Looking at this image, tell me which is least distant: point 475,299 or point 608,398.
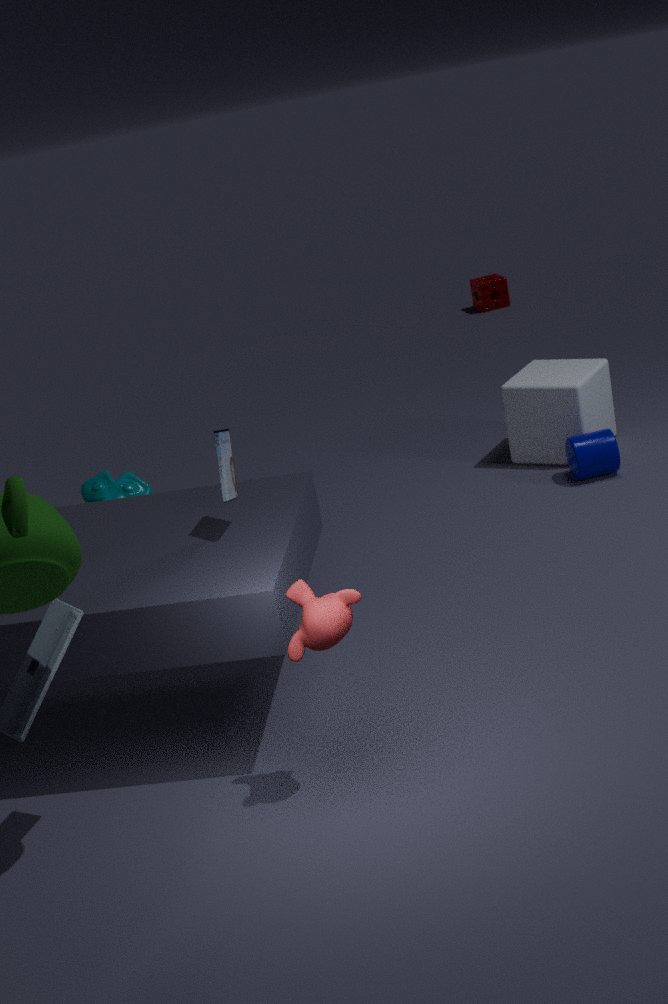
point 608,398
